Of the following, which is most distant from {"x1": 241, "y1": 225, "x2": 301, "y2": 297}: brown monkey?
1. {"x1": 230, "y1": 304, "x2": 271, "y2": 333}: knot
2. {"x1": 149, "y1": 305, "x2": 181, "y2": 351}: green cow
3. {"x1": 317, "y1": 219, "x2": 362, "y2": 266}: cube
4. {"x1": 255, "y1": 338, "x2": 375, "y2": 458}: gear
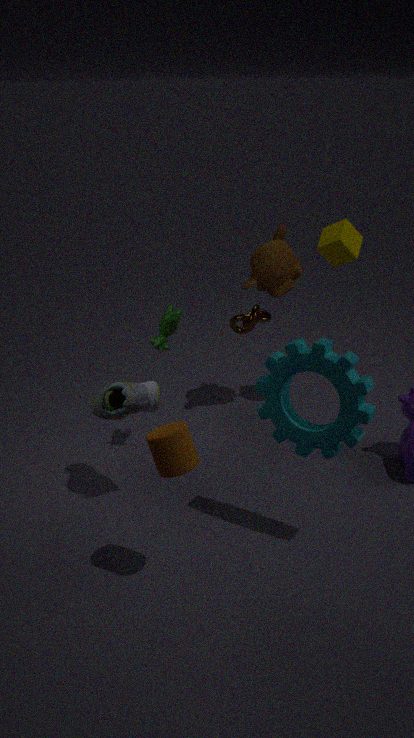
{"x1": 255, "y1": 338, "x2": 375, "y2": 458}: gear
